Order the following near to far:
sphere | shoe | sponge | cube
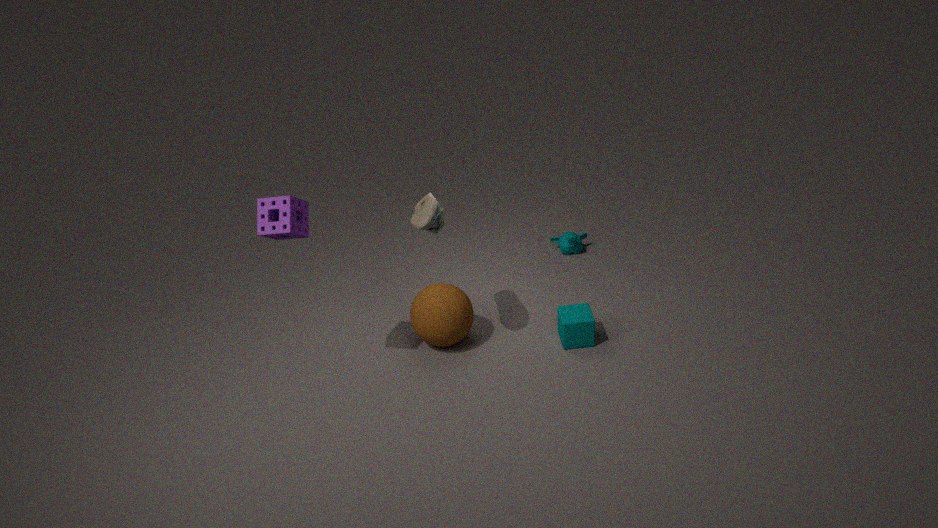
sponge
shoe
sphere
cube
